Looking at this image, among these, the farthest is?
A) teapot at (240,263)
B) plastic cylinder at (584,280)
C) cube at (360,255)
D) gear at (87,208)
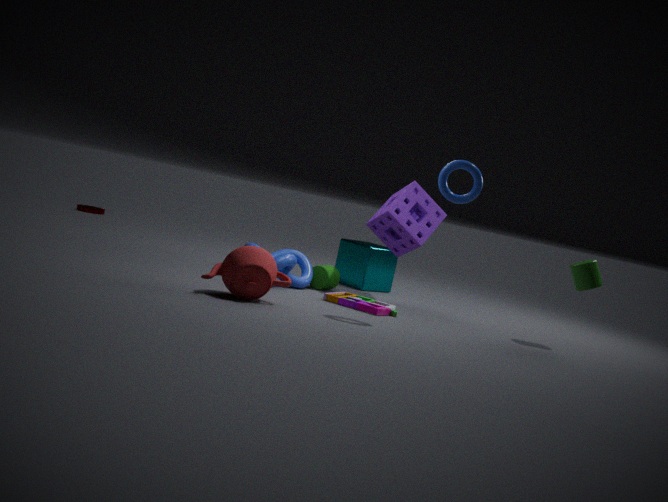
gear at (87,208)
